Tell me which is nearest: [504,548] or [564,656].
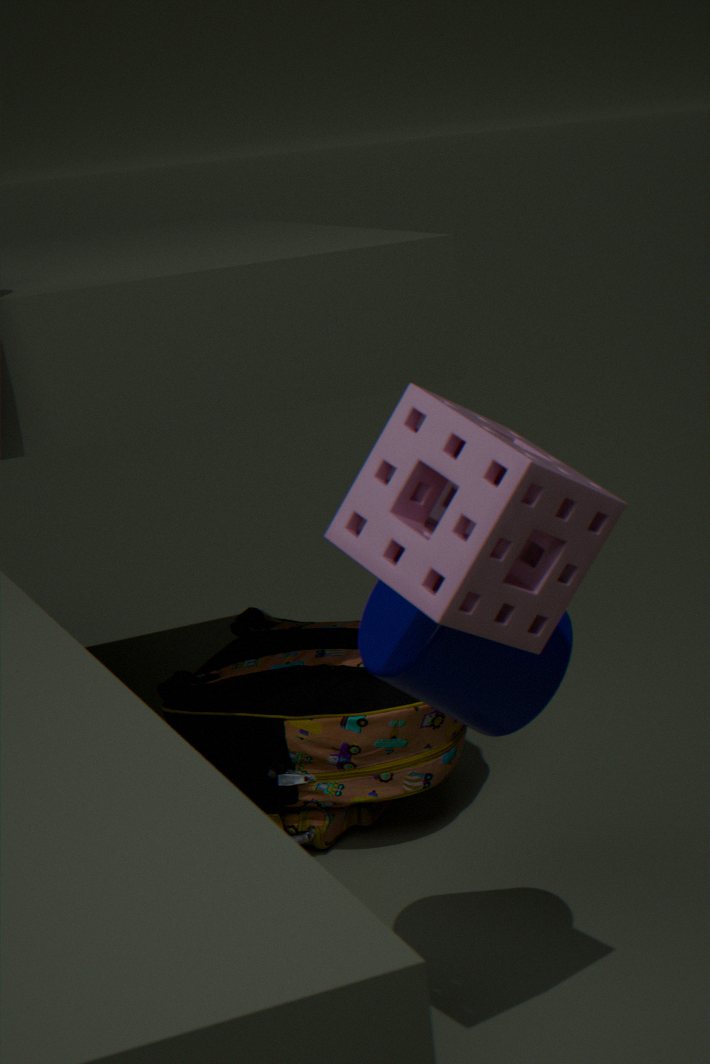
[504,548]
